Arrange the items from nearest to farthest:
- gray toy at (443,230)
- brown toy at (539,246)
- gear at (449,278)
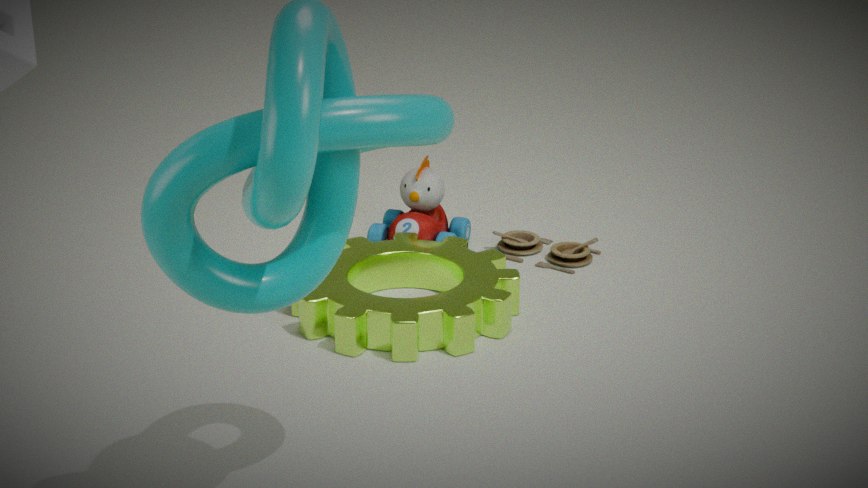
gear at (449,278) < brown toy at (539,246) < gray toy at (443,230)
